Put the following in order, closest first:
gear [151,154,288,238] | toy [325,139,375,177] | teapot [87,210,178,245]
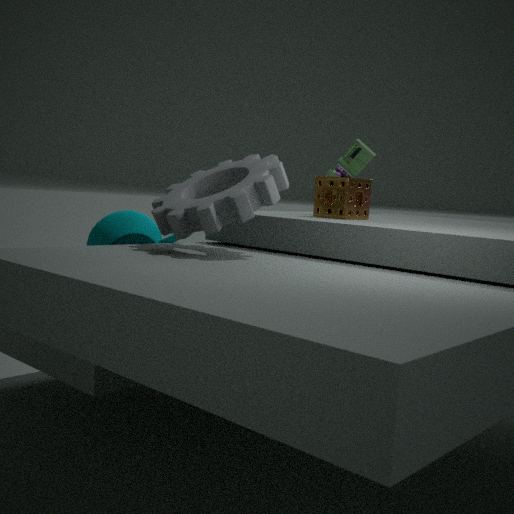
gear [151,154,288,238], teapot [87,210,178,245], toy [325,139,375,177]
